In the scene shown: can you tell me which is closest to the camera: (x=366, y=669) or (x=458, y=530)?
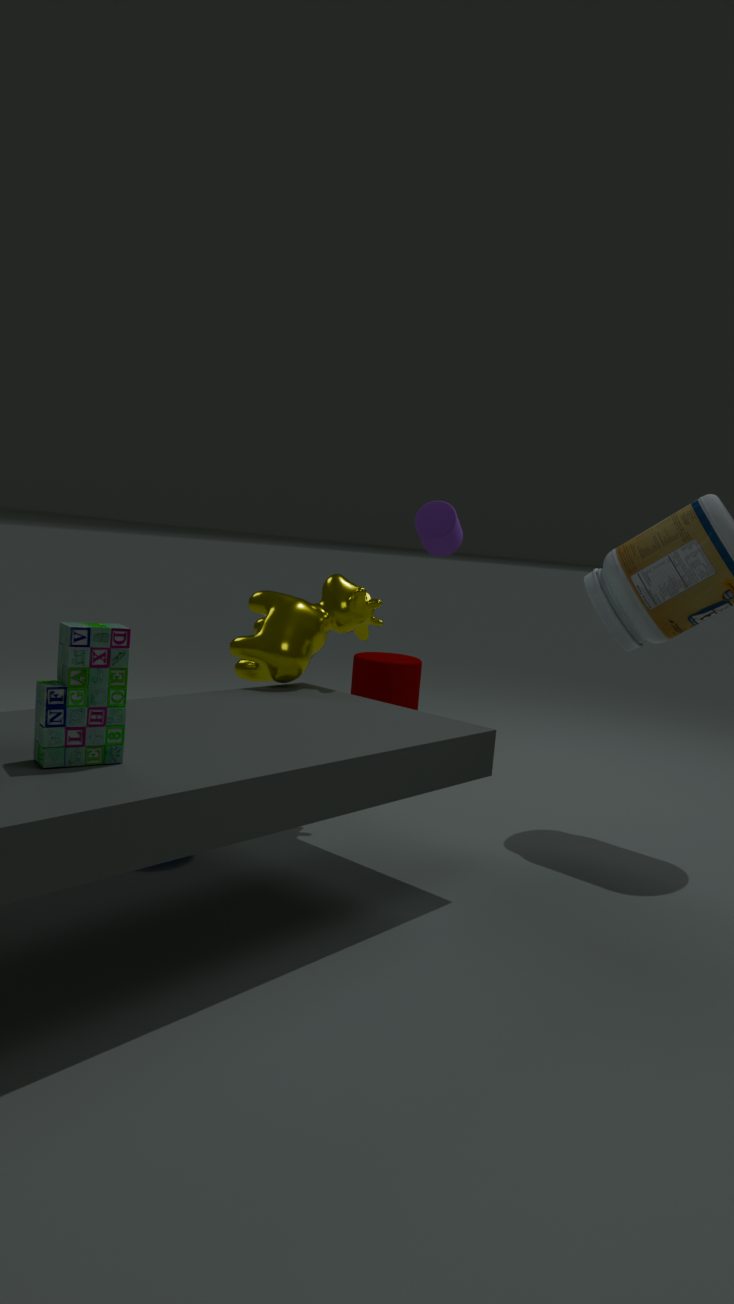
(x=458, y=530)
